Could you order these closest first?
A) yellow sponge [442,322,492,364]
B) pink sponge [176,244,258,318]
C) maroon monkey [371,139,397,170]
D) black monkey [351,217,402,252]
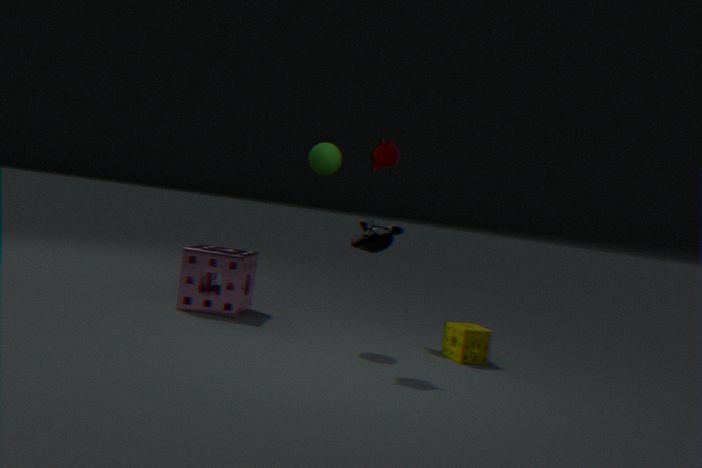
black monkey [351,217,402,252] < yellow sponge [442,322,492,364] < pink sponge [176,244,258,318] < maroon monkey [371,139,397,170]
